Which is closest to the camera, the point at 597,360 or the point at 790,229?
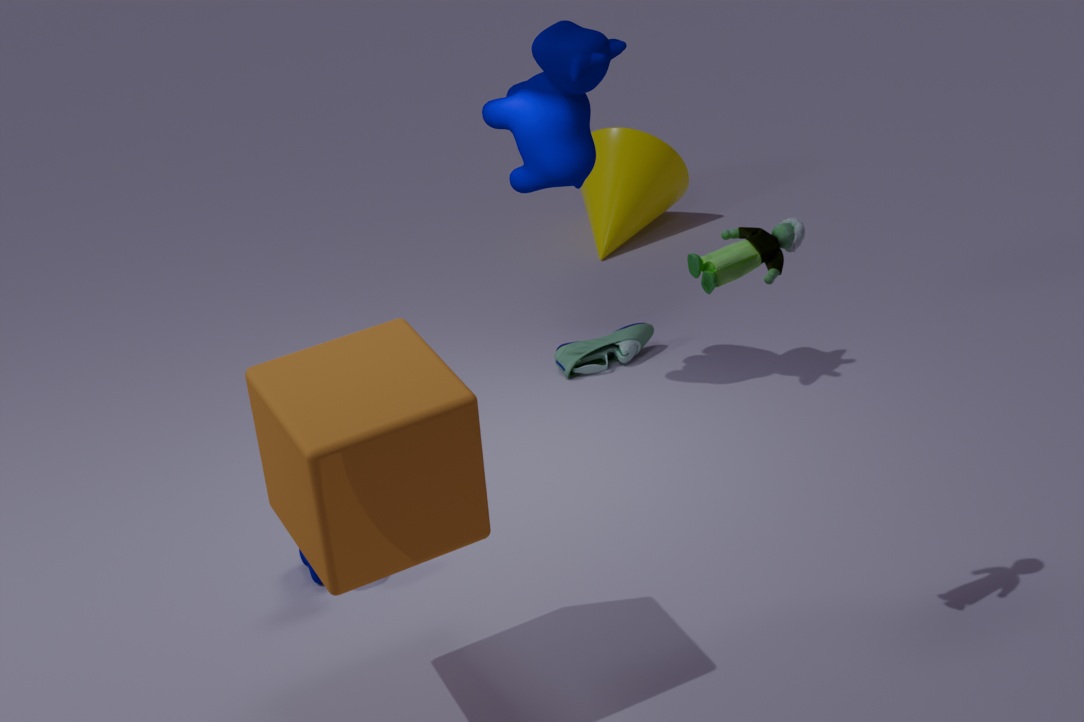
the point at 790,229
